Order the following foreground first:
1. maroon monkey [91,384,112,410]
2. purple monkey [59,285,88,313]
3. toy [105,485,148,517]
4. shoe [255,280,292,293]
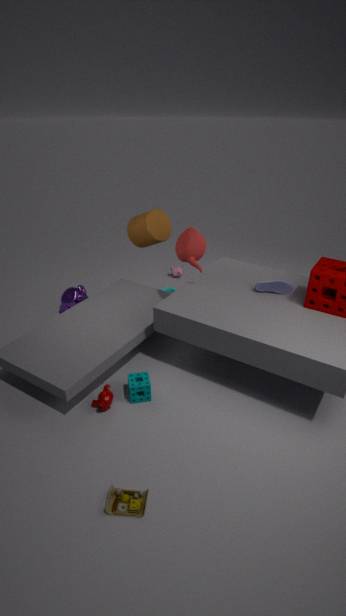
toy [105,485,148,517] < maroon monkey [91,384,112,410] < shoe [255,280,292,293] < purple monkey [59,285,88,313]
